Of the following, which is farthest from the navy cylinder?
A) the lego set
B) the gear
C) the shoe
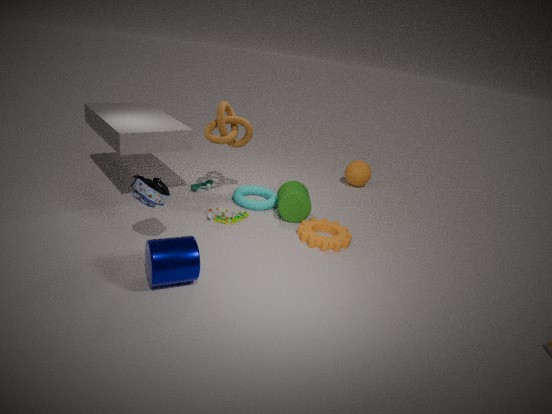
the shoe
